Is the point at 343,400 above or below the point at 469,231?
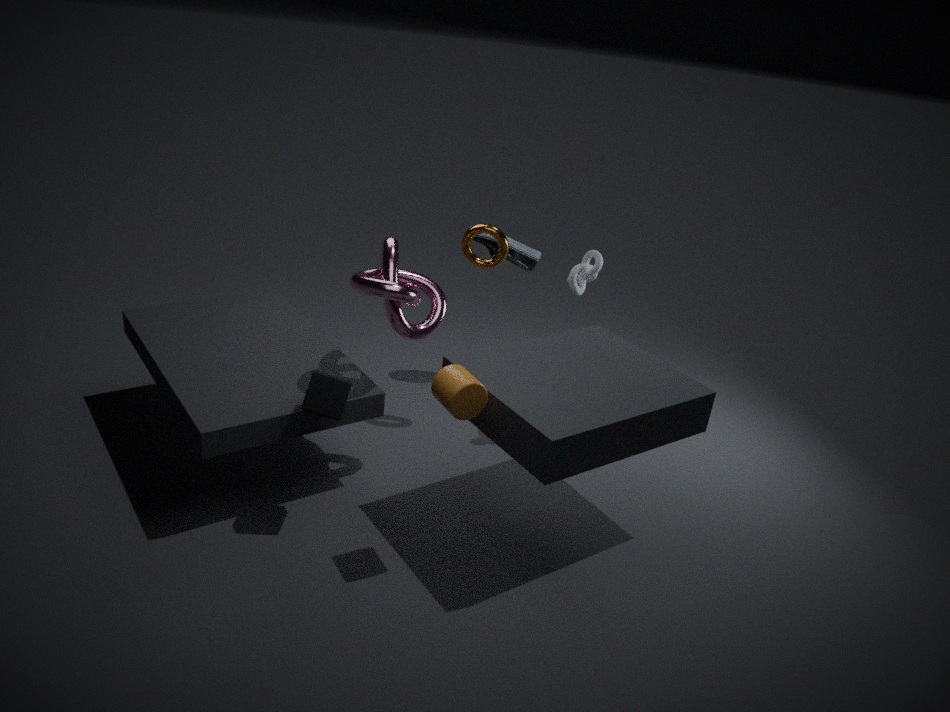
below
